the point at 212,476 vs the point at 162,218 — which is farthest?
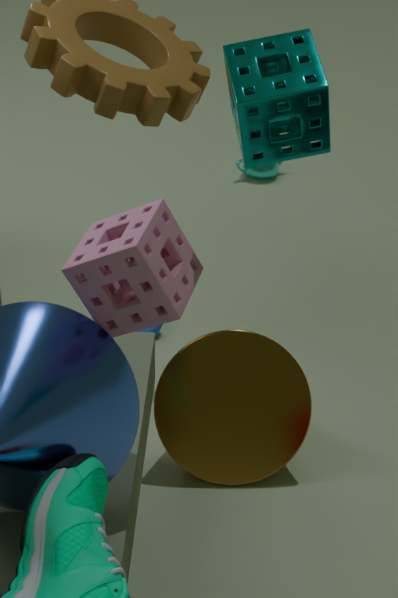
the point at 212,476
